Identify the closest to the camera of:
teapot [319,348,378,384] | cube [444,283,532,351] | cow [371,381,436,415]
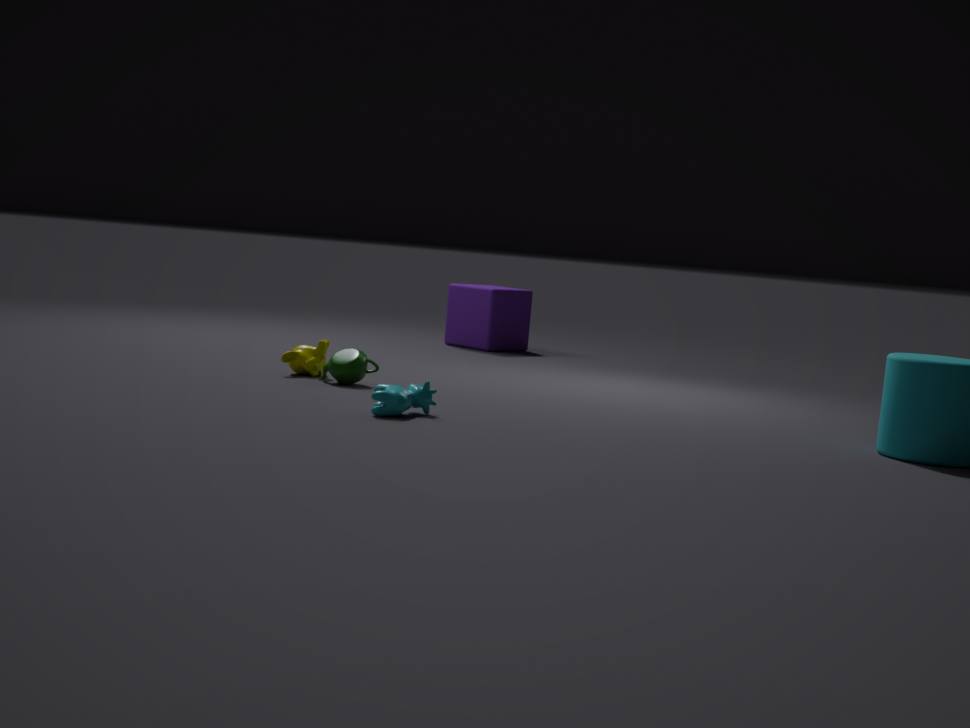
cow [371,381,436,415]
